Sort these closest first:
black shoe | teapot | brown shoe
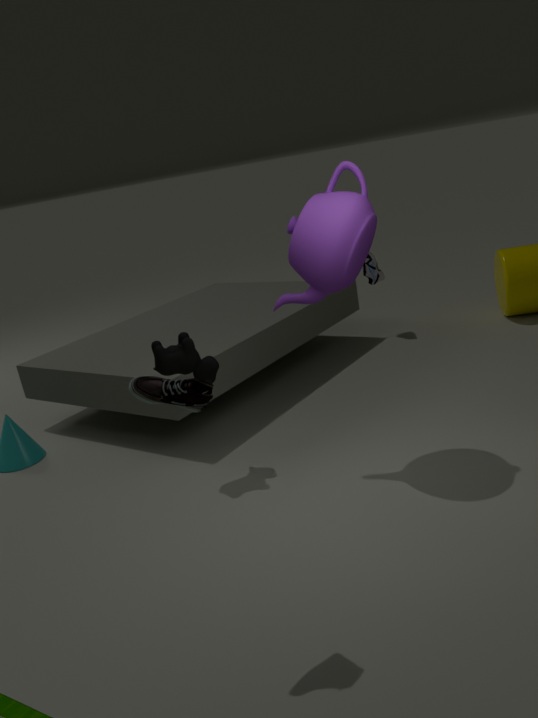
brown shoe, teapot, black shoe
